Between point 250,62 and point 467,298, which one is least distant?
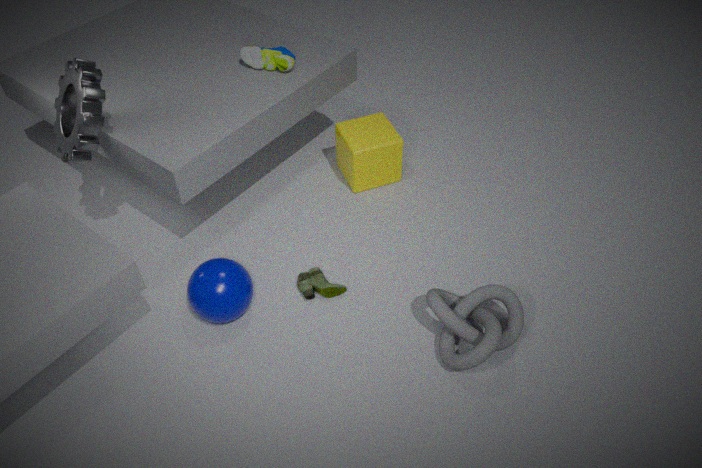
point 467,298
